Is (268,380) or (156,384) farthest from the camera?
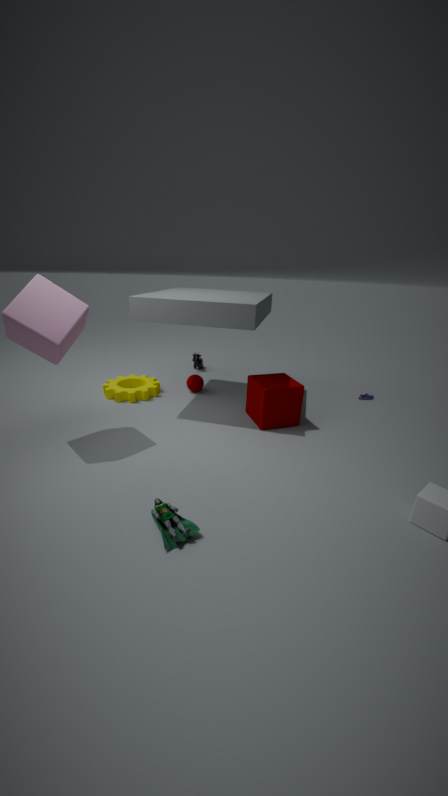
(156,384)
